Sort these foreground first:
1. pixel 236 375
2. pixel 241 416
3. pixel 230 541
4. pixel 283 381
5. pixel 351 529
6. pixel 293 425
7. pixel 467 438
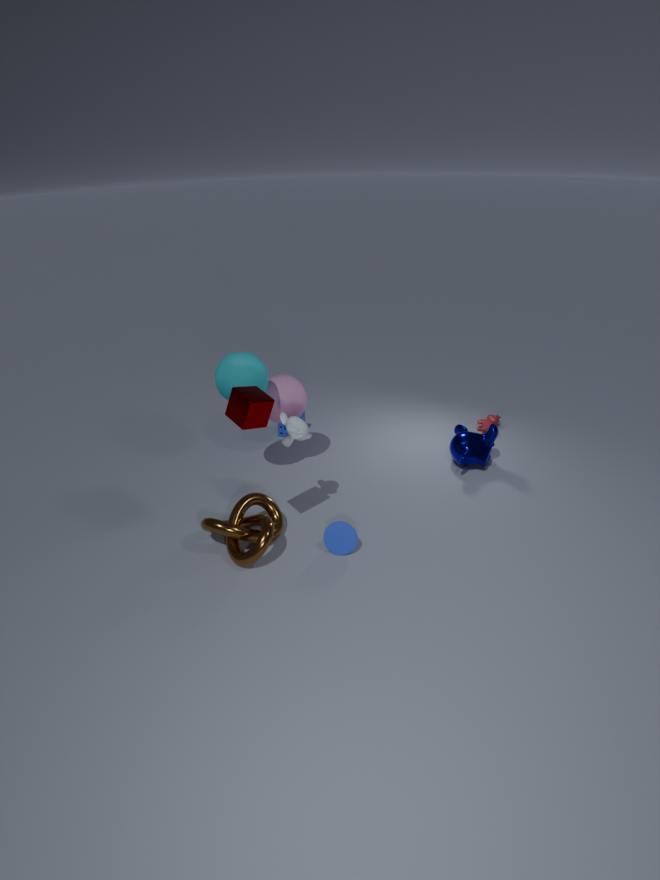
pixel 241 416 < pixel 293 425 < pixel 351 529 < pixel 230 541 < pixel 236 375 < pixel 283 381 < pixel 467 438
